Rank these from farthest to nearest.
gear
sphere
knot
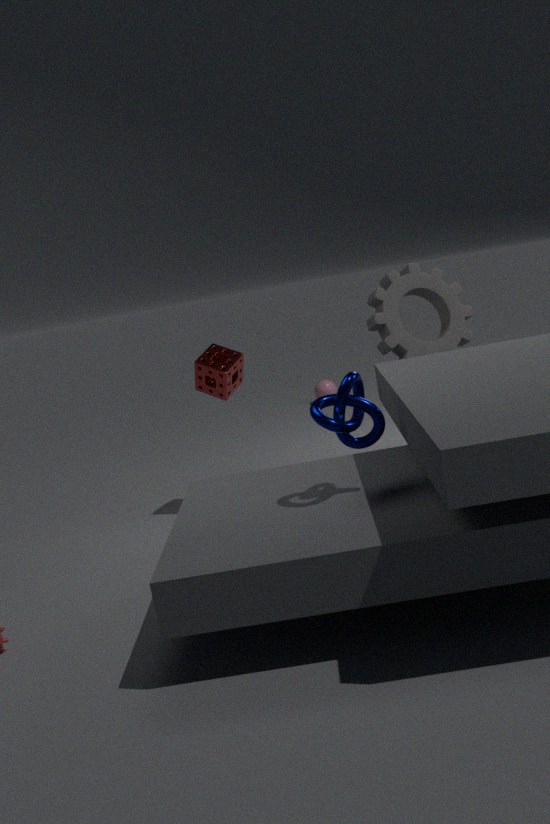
1. sphere
2. gear
3. knot
